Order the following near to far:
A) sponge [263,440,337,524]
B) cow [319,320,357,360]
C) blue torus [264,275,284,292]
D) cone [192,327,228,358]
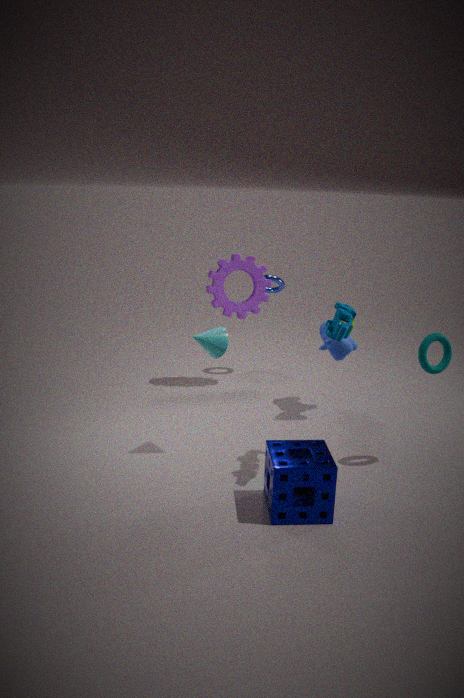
sponge [263,440,337,524], cone [192,327,228,358], cow [319,320,357,360], blue torus [264,275,284,292]
